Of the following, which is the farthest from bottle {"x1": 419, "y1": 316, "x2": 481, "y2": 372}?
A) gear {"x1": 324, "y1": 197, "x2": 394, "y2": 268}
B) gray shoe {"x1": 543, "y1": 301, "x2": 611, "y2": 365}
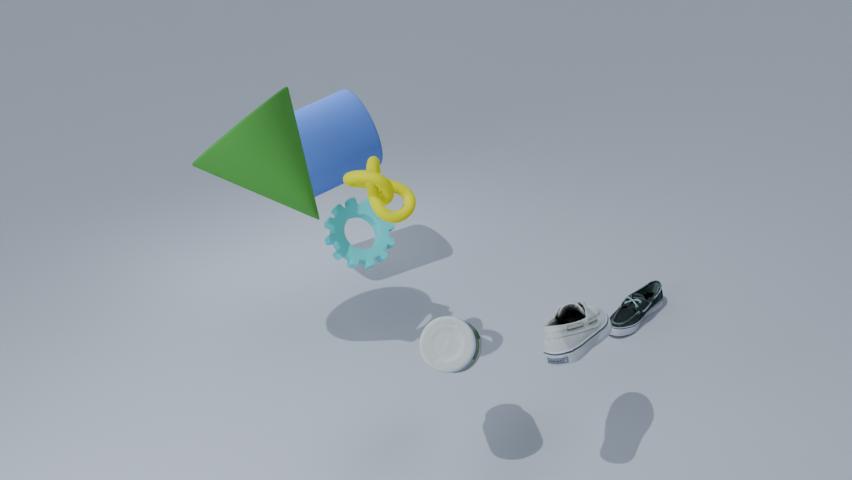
gear {"x1": 324, "y1": 197, "x2": 394, "y2": 268}
